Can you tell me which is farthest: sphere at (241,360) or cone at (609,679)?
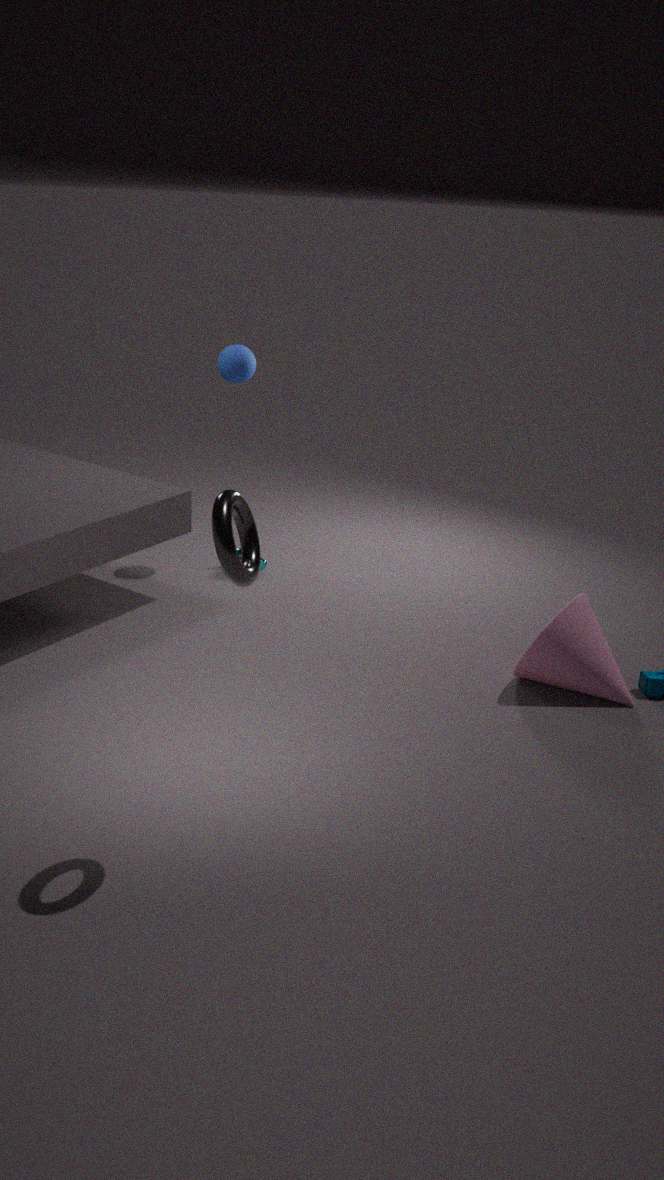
sphere at (241,360)
